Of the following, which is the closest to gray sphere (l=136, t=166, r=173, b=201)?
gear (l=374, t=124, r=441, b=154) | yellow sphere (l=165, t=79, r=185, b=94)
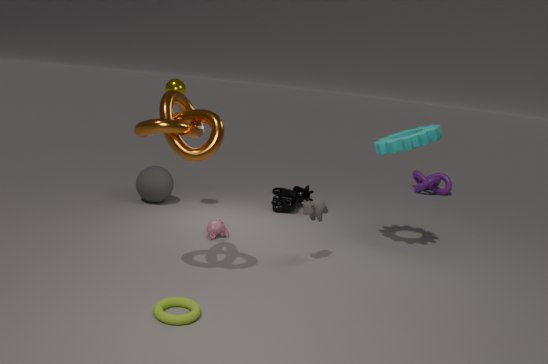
yellow sphere (l=165, t=79, r=185, b=94)
